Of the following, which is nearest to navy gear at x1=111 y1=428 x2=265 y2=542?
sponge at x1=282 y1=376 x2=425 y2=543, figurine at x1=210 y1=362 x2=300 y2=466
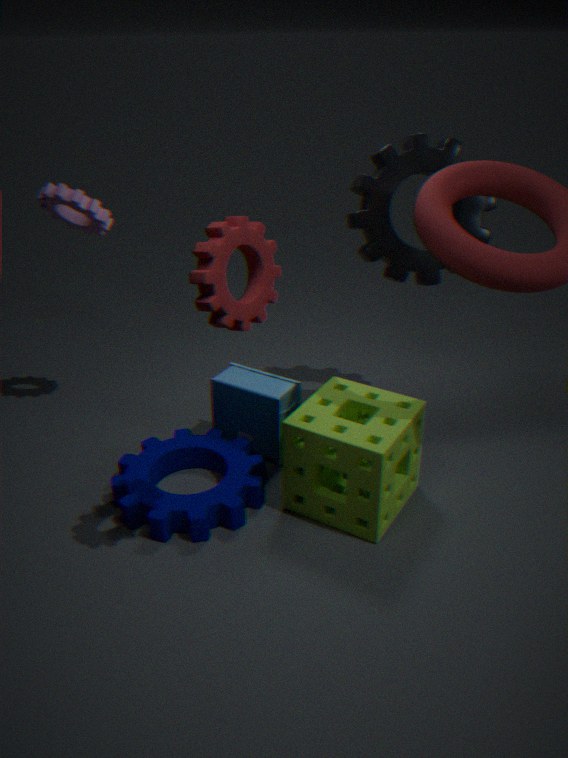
figurine at x1=210 y1=362 x2=300 y2=466
